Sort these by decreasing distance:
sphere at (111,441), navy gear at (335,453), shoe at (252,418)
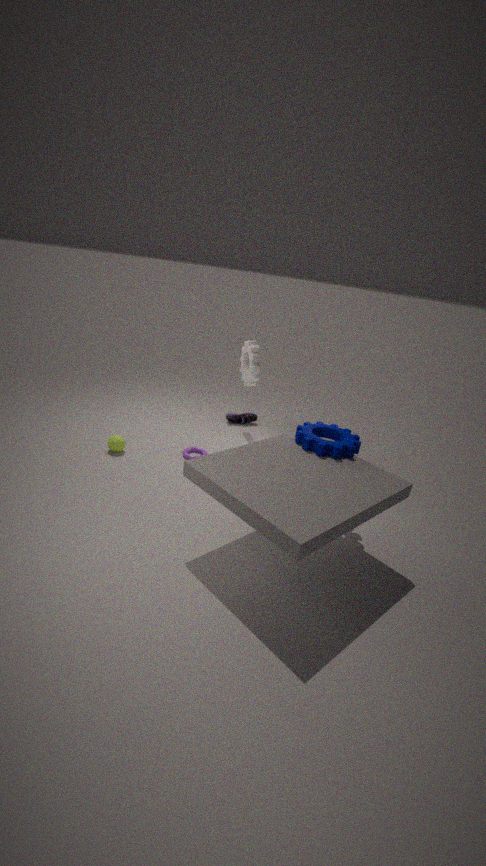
1. shoe at (252,418)
2. sphere at (111,441)
3. navy gear at (335,453)
